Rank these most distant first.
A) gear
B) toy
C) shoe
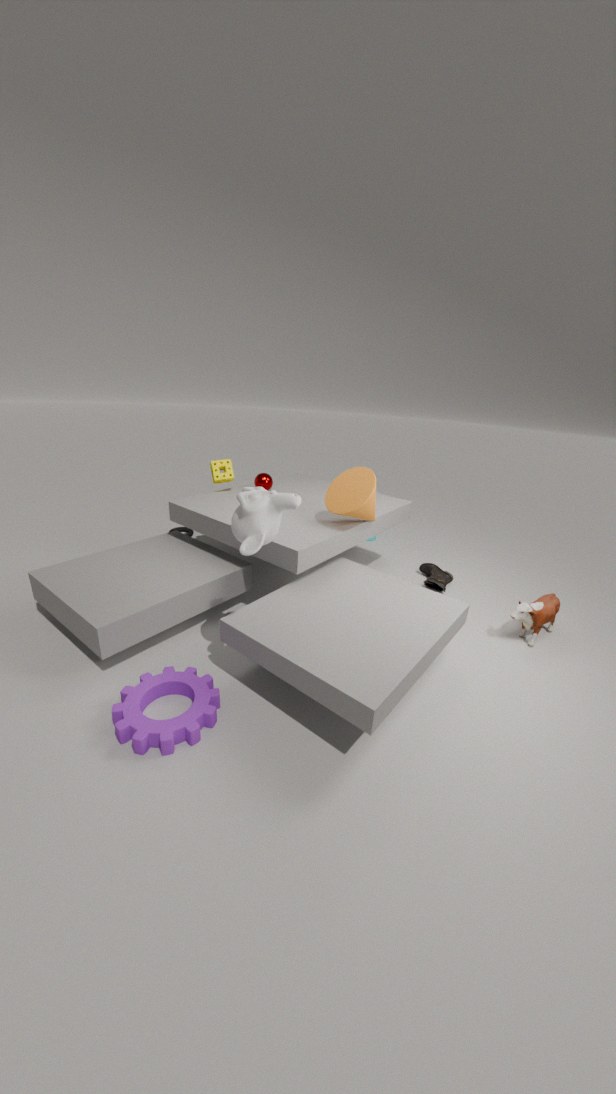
1. shoe
2. toy
3. gear
